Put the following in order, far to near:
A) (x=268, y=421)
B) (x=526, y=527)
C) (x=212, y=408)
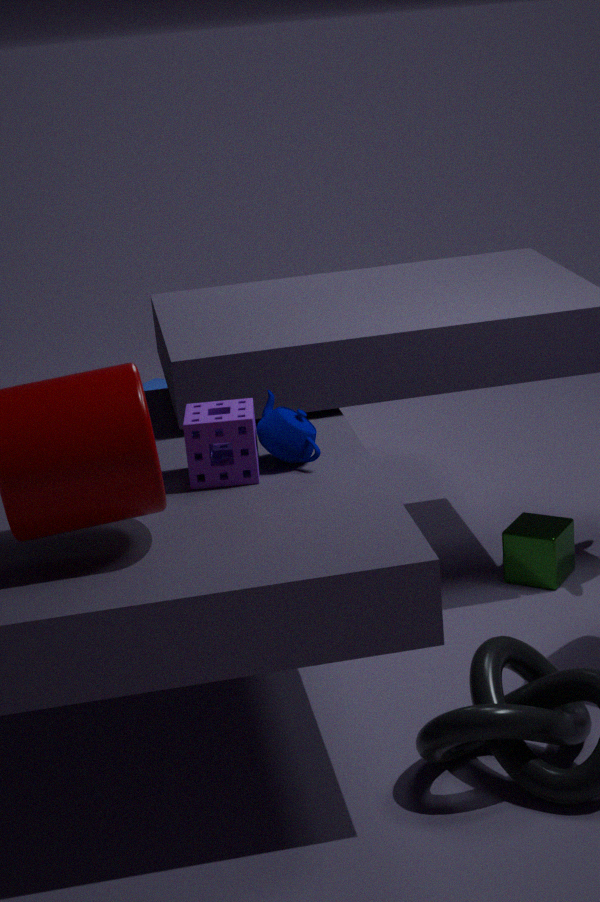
1. (x=526, y=527)
2. (x=268, y=421)
3. (x=212, y=408)
